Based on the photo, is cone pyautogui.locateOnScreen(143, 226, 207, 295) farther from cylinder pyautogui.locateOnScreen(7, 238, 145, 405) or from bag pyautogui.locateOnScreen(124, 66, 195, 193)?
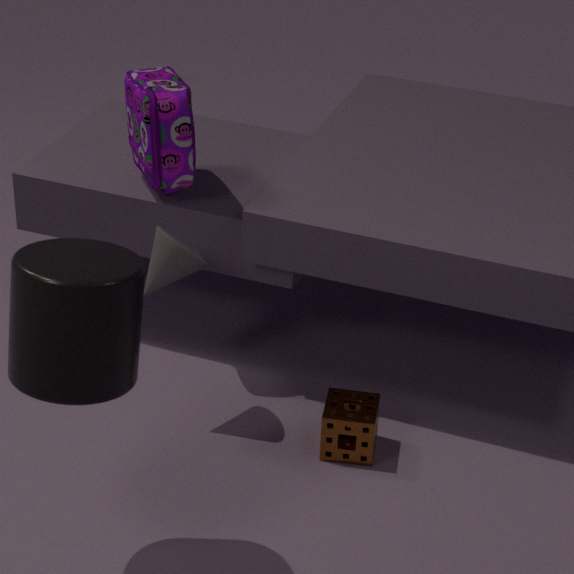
cylinder pyautogui.locateOnScreen(7, 238, 145, 405)
